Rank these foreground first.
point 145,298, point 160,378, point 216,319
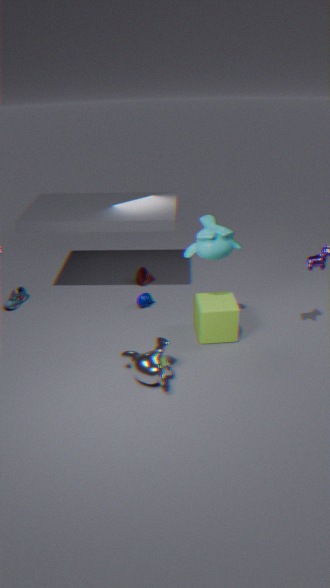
point 160,378, point 216,319, point 145,298
